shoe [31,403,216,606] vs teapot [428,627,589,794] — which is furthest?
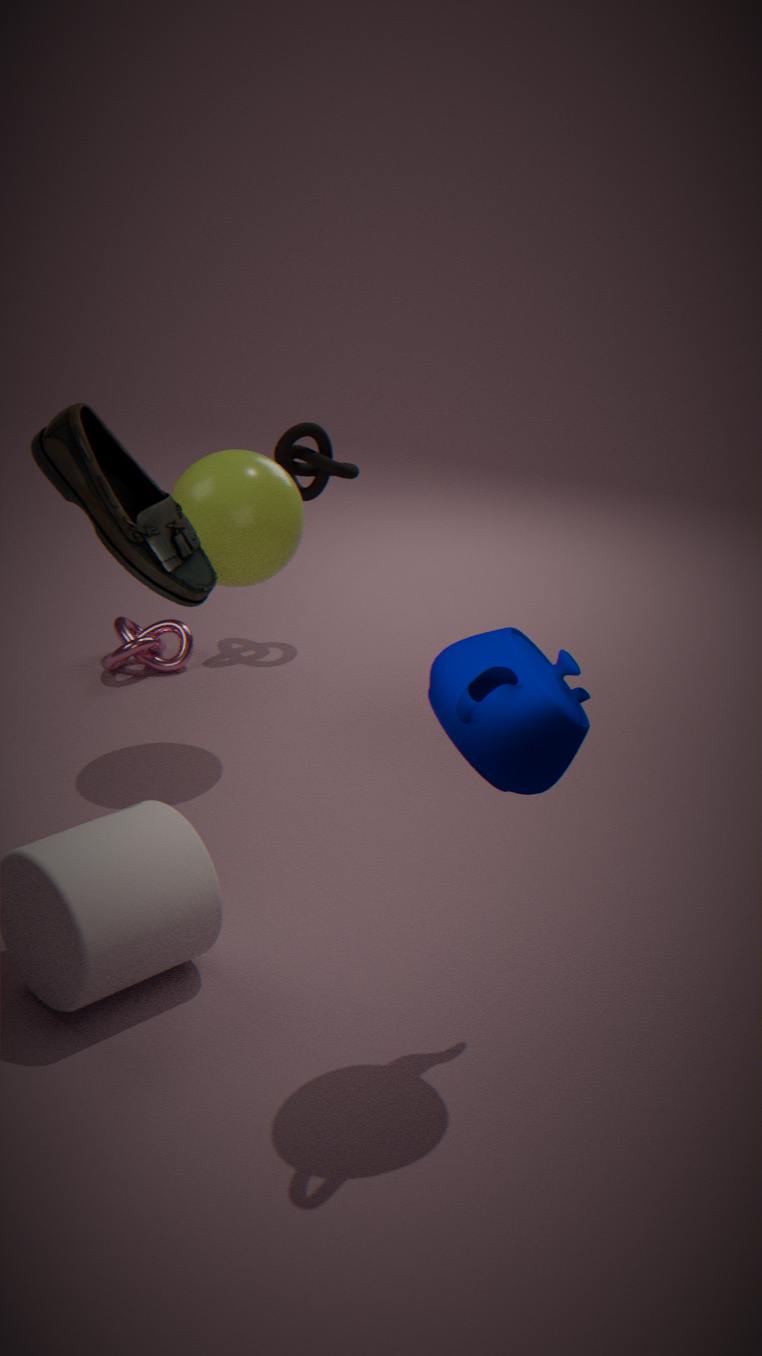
shoe [31,403,216,606]
